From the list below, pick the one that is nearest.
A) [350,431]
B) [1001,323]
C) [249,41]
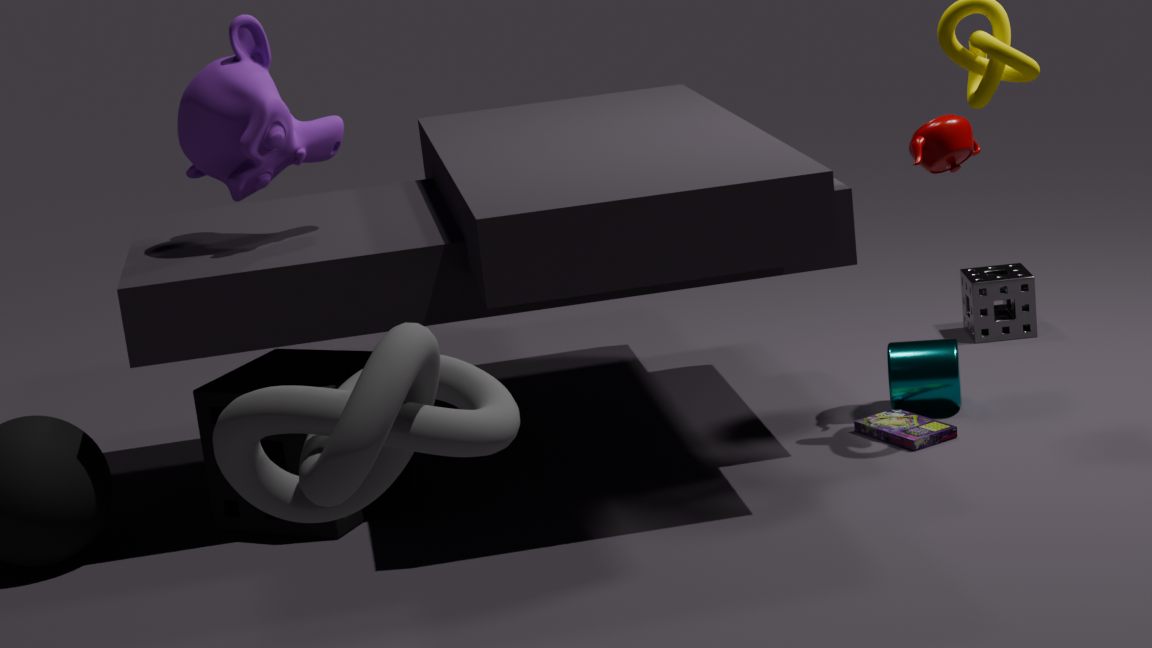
[350,431]
